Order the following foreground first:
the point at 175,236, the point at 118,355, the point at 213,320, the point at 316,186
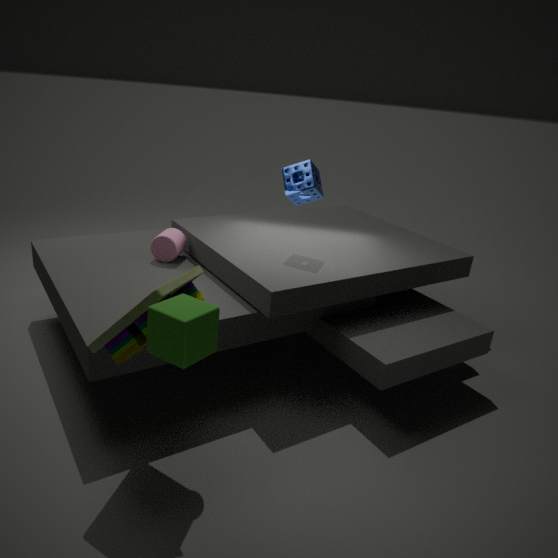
the point at 213,320 → the point at 118,355 → the point at 316,186 → the point at 175,236
